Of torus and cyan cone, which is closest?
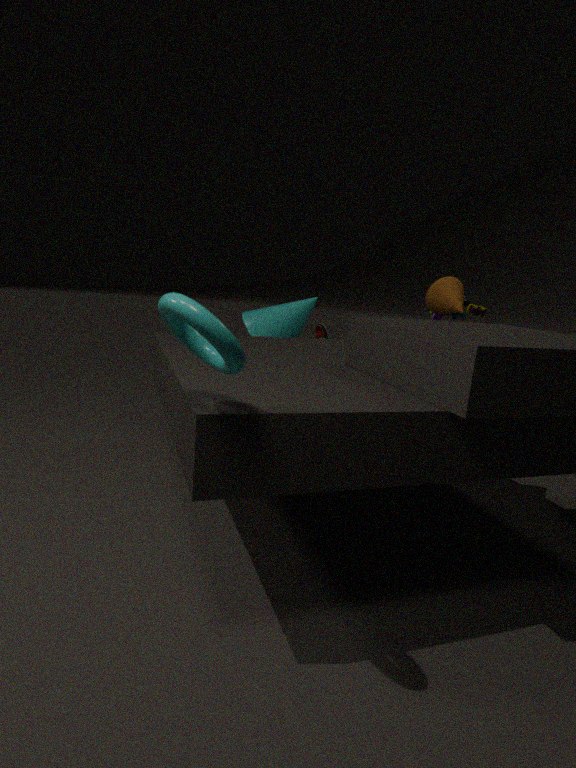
torus
